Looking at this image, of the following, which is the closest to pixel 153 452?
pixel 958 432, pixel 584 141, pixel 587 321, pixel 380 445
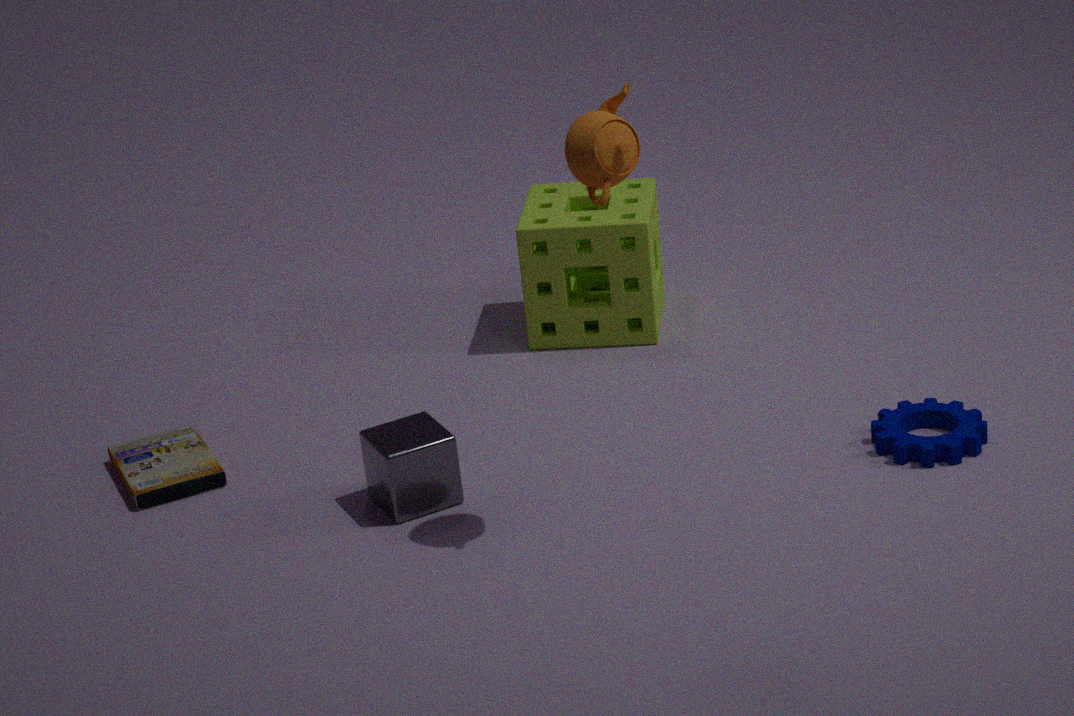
pixel 380 445
